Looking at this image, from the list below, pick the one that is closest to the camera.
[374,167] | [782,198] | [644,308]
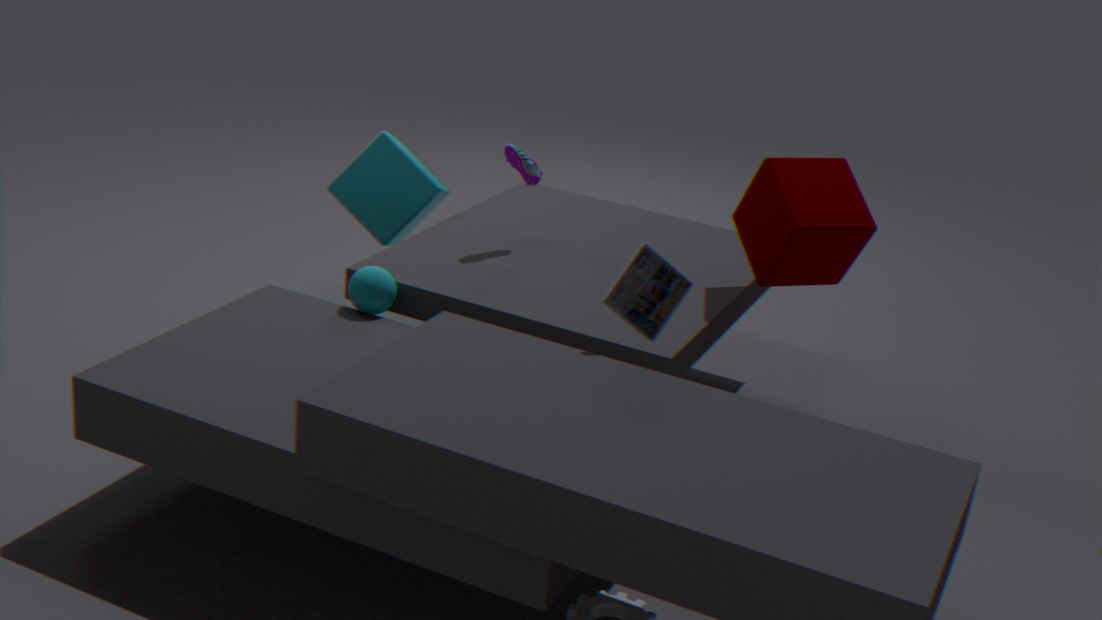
[644,308]
